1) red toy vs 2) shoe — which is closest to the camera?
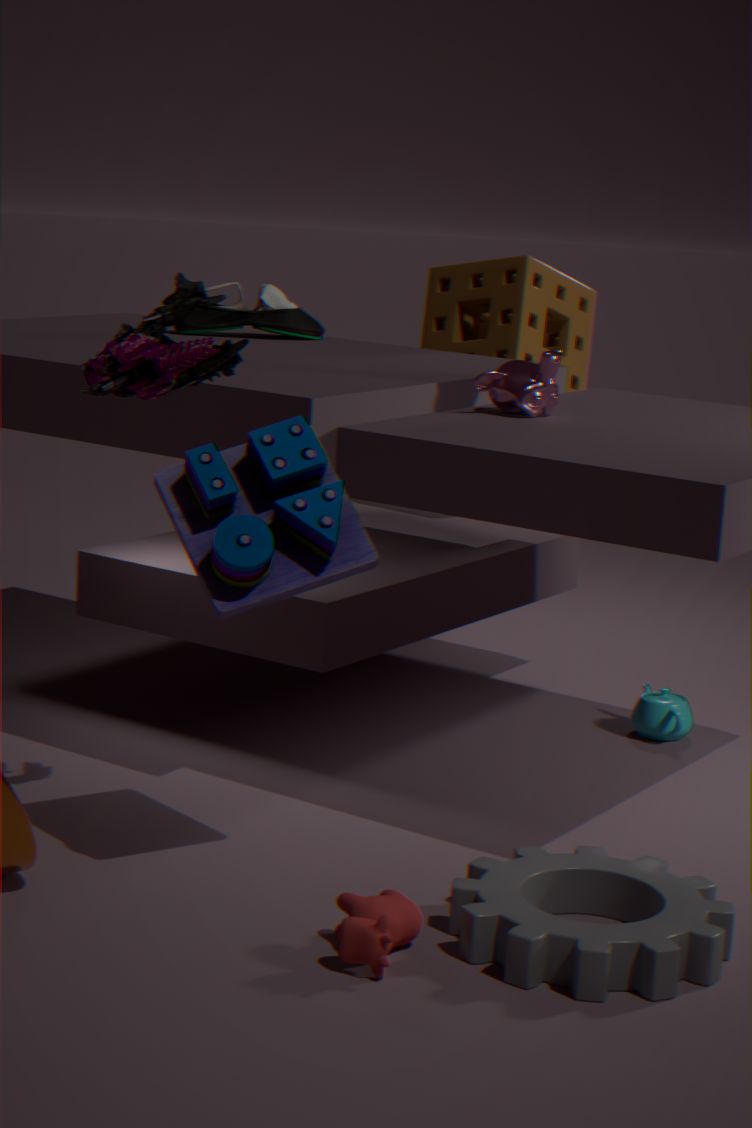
1. red toy
